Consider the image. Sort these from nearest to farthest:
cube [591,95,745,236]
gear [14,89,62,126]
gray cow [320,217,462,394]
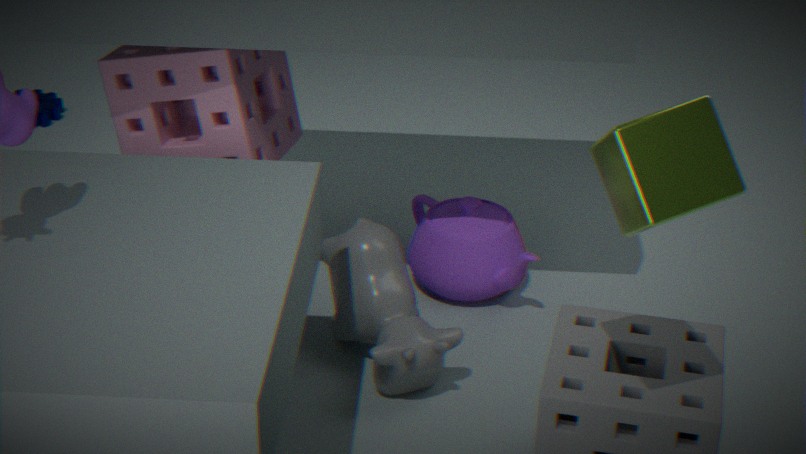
cube [591,95,745,236], gray cow [320,217,462,394], gear [14,89,62,126]
